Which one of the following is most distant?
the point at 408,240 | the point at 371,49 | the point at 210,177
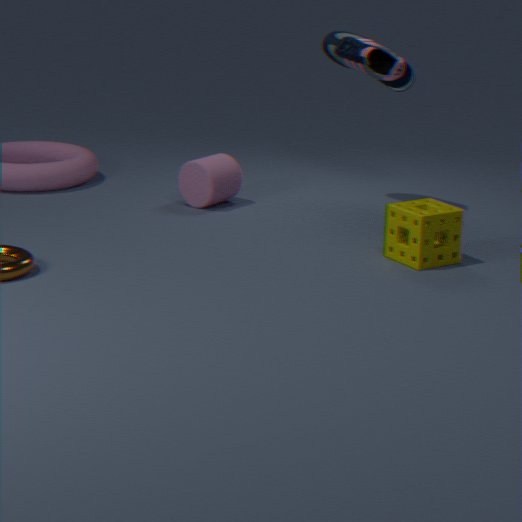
the point at 210,177
